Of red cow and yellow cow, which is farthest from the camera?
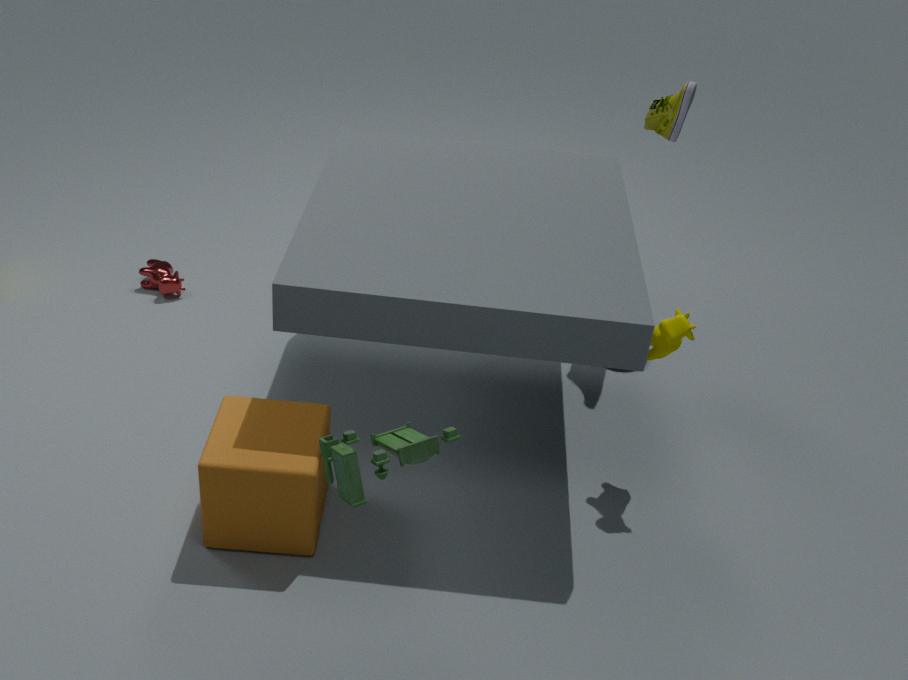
red cow
